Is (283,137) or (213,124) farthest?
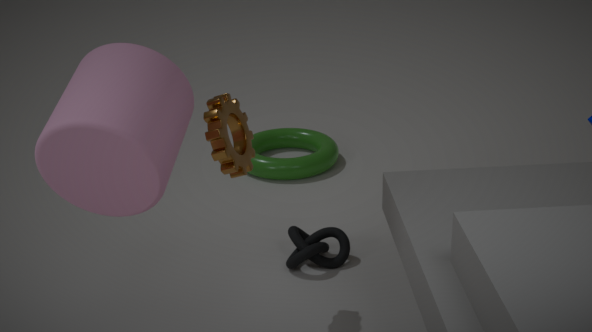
(283,137)
